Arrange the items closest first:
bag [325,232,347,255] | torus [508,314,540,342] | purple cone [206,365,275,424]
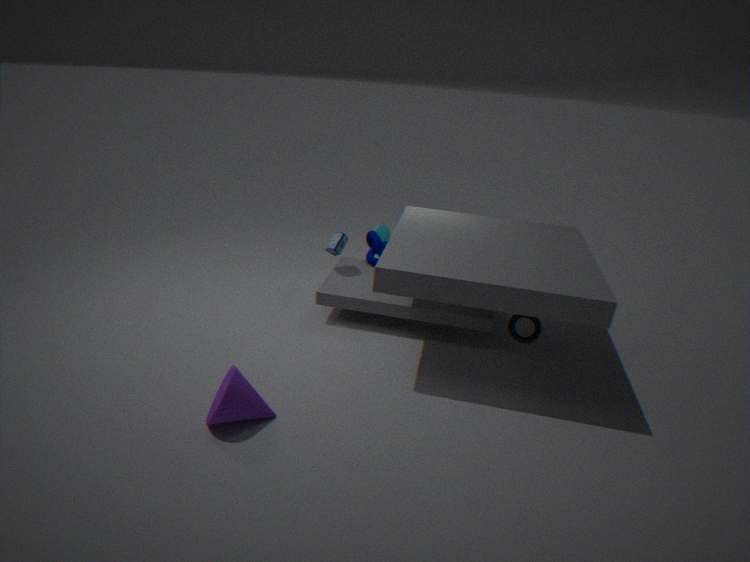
purple cone [206,365,275,424]
torus [508,314,540,342]
bag [325,232,347,255]
